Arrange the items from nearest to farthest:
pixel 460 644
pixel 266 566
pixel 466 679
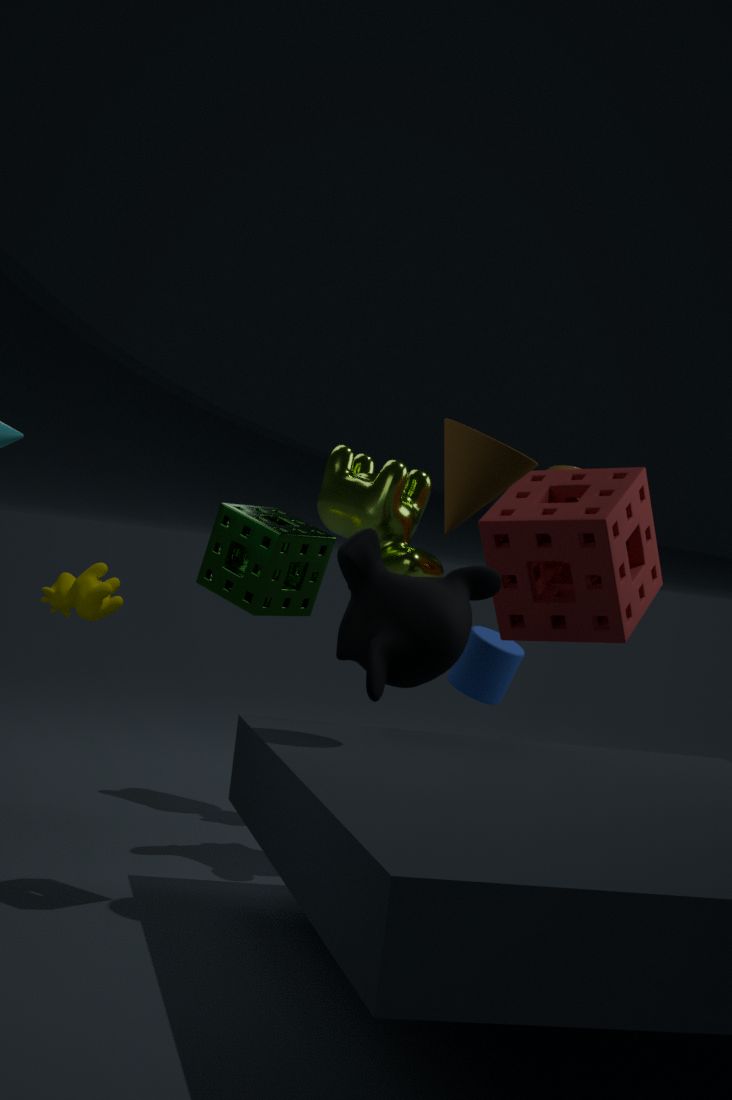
1. pixel 266 566
2. pixel 460 644
3. pixel 466 679
